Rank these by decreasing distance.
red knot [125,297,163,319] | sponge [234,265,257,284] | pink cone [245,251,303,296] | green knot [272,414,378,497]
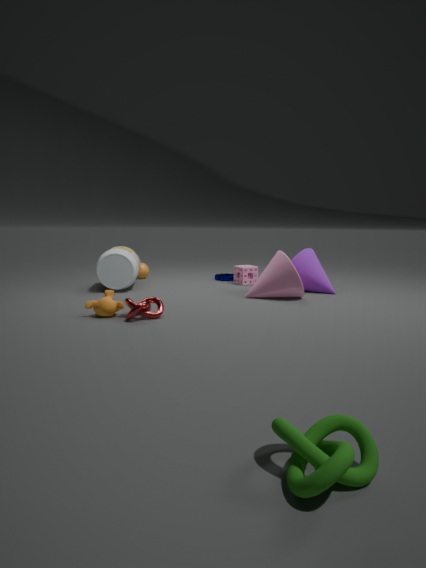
sponge [234,265,257,284] → pink cone [245,251,303,296] → red knot [125,297,163,319] → green knot [272,414,378,497]
